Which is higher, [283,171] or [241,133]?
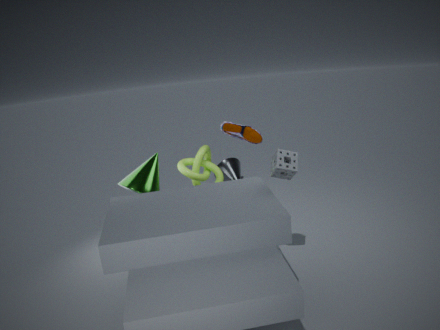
[241,133]
